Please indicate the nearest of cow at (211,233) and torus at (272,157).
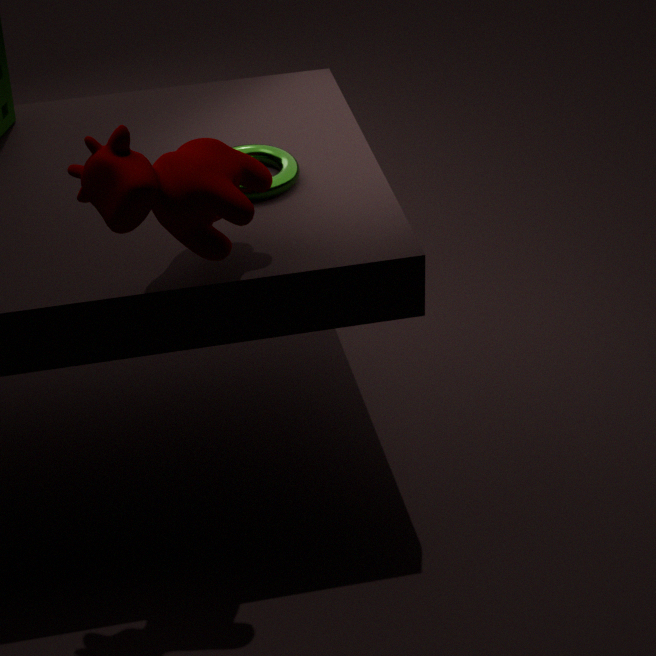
cow at (211,233)
